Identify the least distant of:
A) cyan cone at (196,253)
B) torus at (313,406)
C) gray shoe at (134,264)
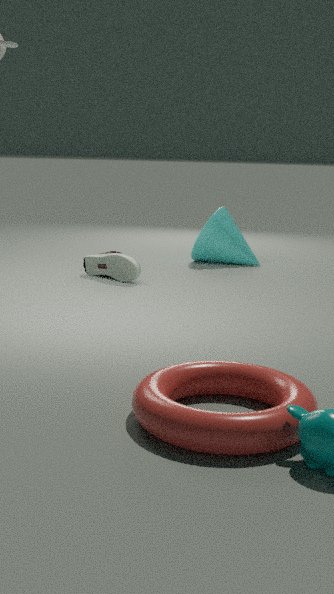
torus at (313,406)
